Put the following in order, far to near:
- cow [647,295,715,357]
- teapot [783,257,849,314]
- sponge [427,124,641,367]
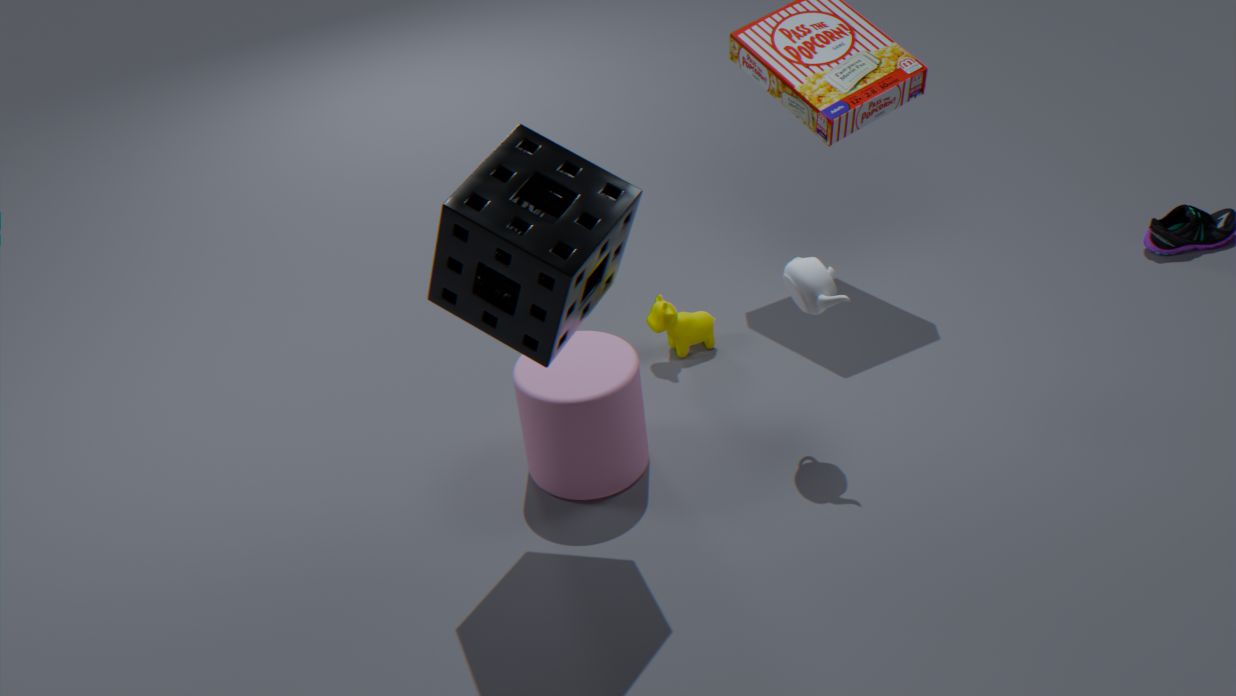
cow [647,295,715,357] < teapot [783,257,849,314] < sponge [427,124,641,367]
